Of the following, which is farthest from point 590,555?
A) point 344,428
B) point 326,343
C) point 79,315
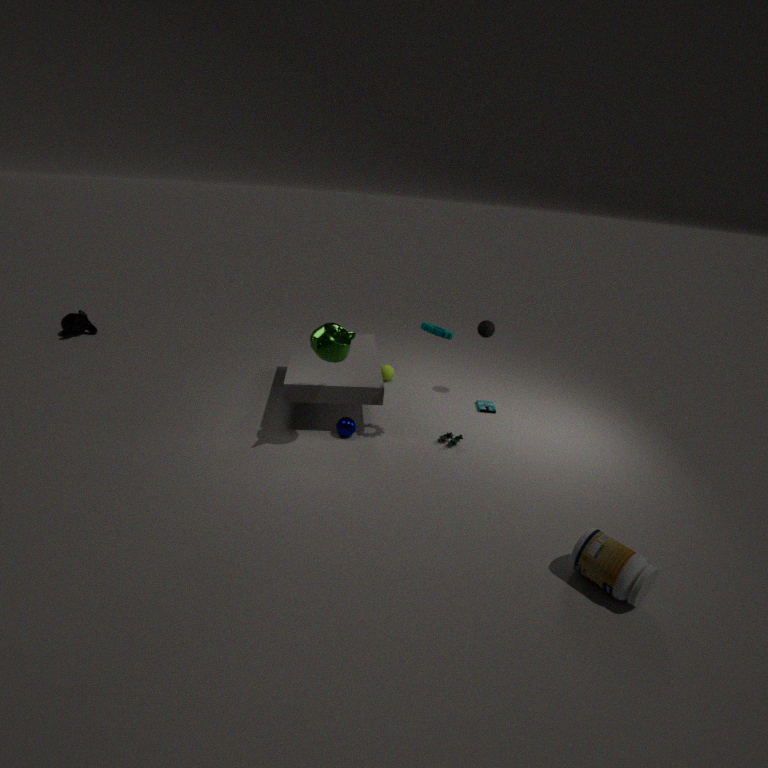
point 79,315
